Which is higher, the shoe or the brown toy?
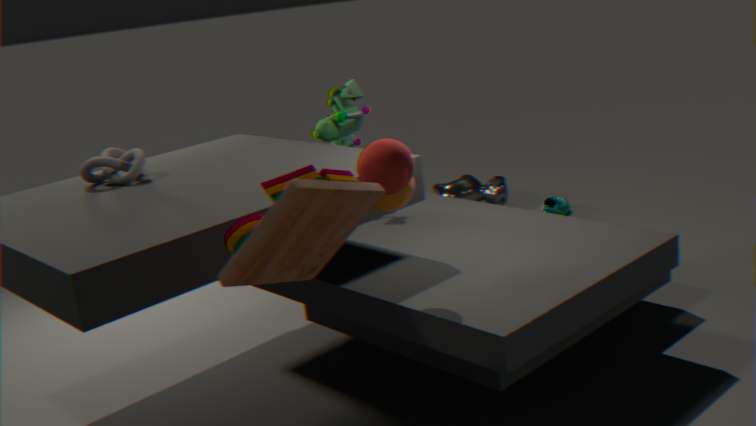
the brown toy
